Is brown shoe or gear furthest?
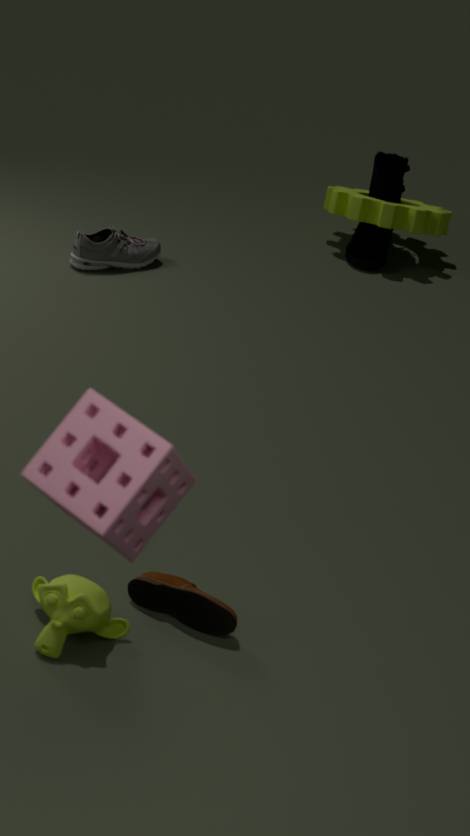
gear
